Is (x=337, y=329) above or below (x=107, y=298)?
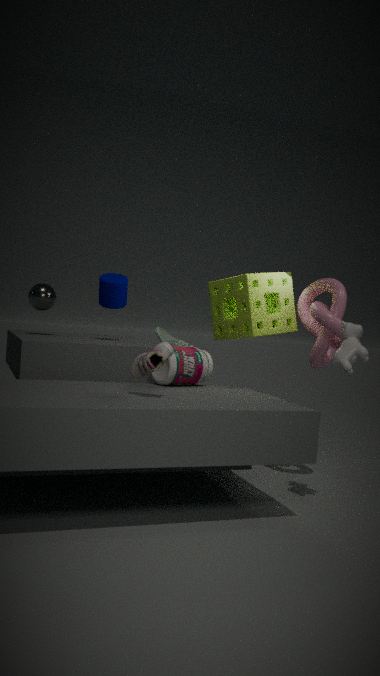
below
